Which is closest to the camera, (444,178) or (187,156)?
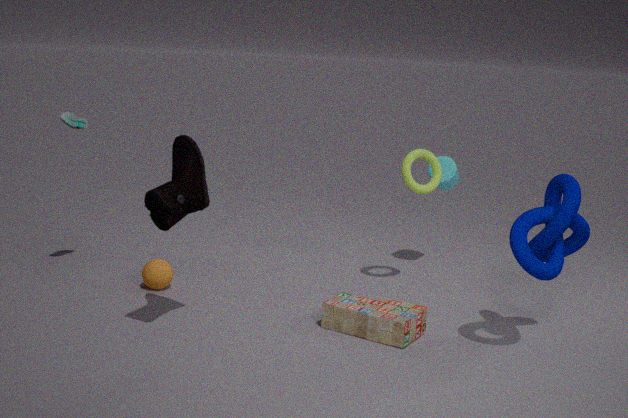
(187,156)
